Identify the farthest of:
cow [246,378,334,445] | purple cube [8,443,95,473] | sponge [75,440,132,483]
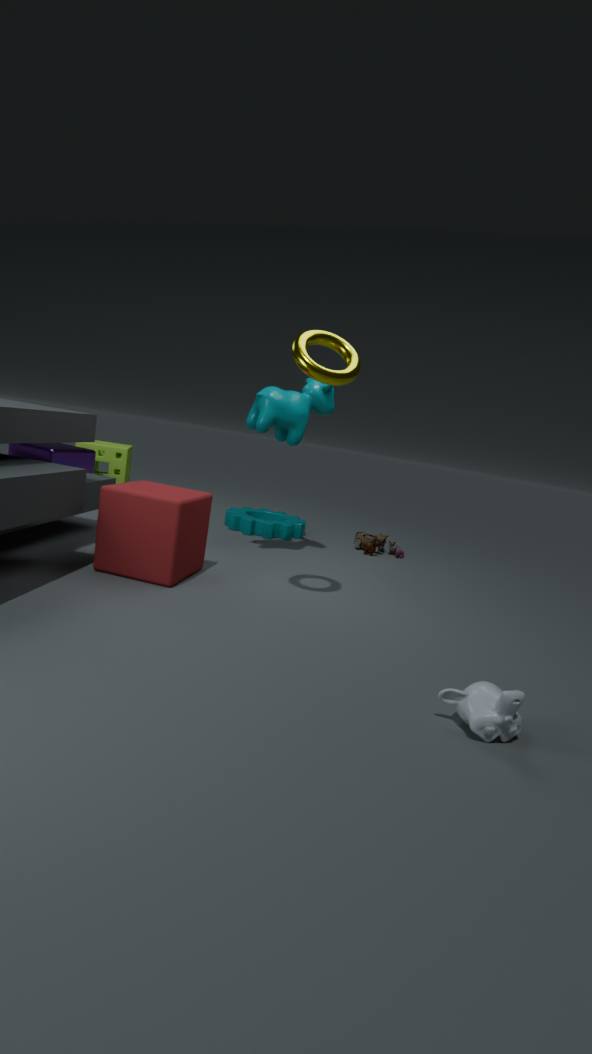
sponge [75,440,132,483]
